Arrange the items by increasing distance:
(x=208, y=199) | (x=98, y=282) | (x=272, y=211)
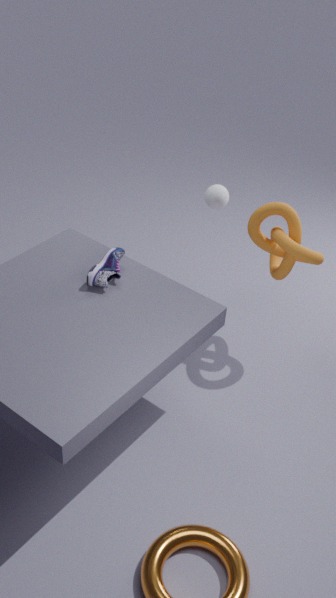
(x=98, y=282) < (x=272, y=211) < (x=208, y=199)
